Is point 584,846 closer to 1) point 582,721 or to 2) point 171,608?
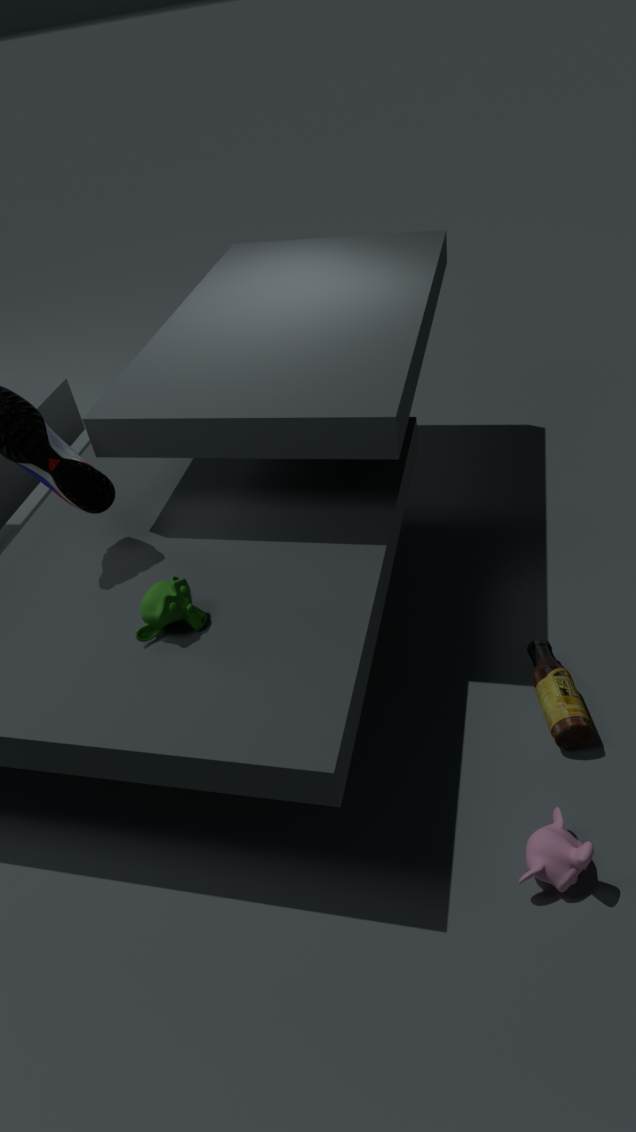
1) point 582,721
